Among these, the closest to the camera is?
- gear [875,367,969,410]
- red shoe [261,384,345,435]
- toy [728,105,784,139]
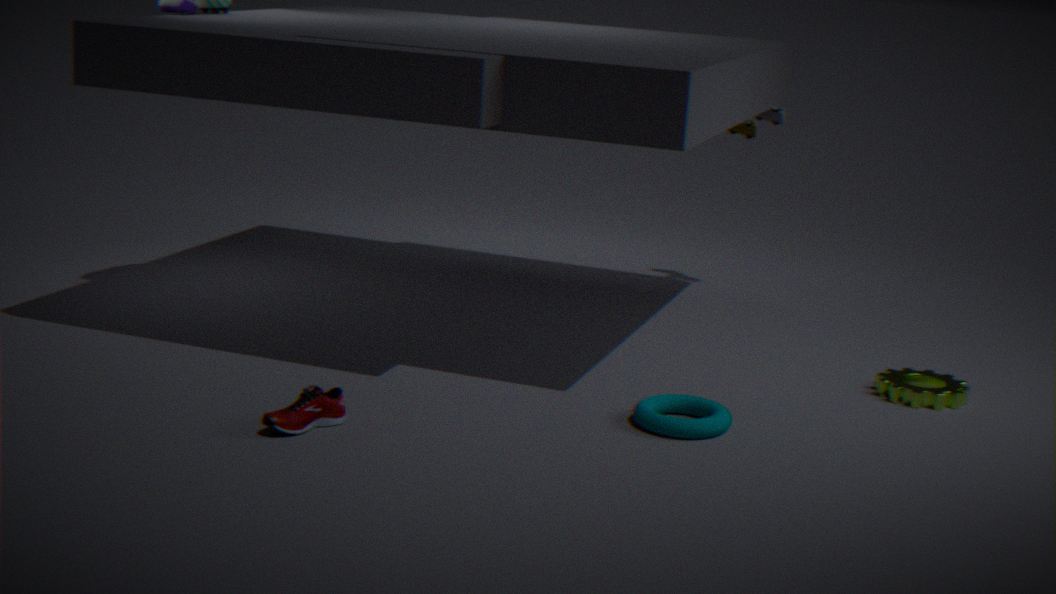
red shoe [261,384,345,435]
